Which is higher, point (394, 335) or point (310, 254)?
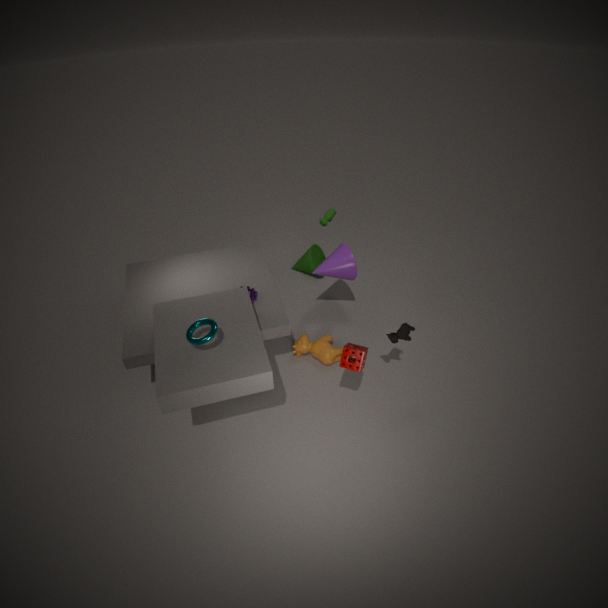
point (394, 335)
